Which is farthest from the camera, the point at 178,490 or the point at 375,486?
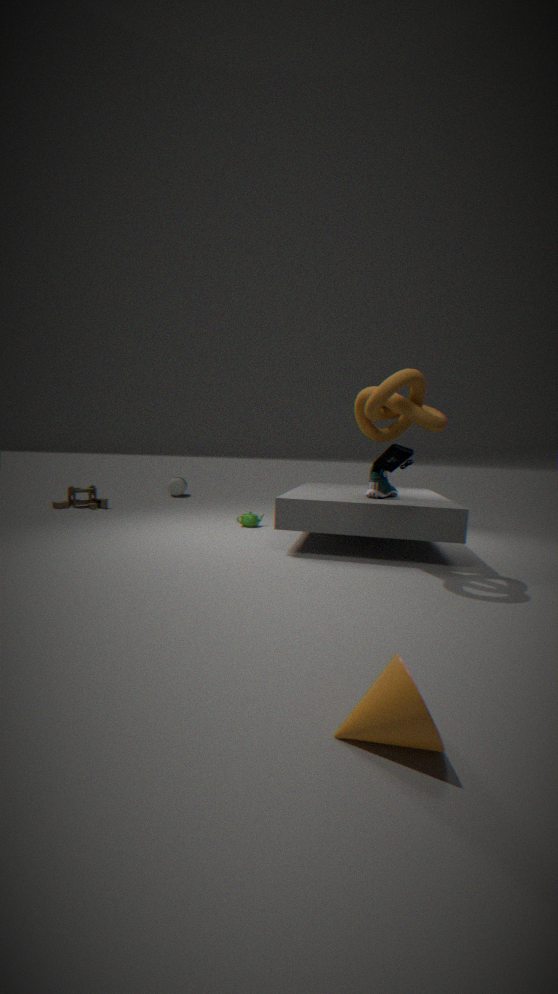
the point at 178,490
